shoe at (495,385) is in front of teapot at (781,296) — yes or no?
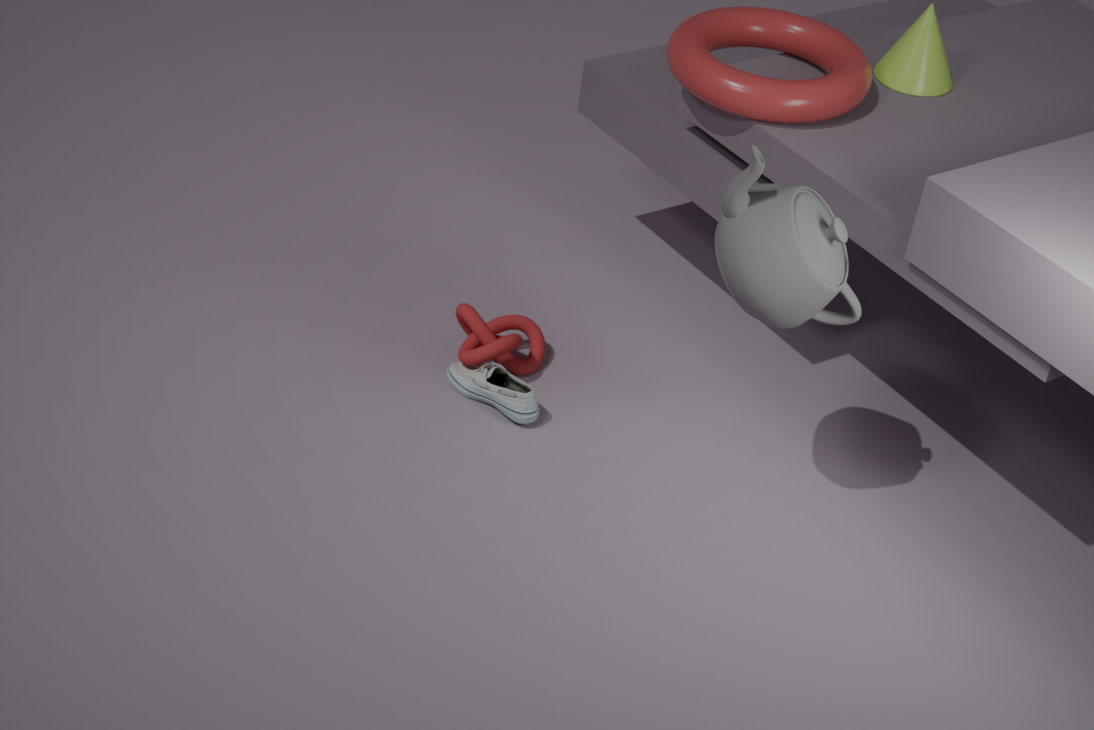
No
